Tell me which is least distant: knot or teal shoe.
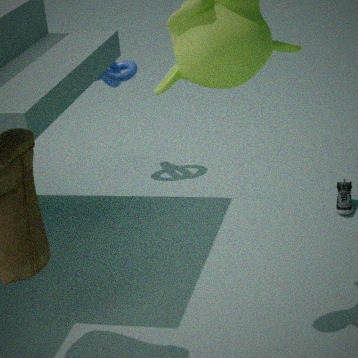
teal shoe
